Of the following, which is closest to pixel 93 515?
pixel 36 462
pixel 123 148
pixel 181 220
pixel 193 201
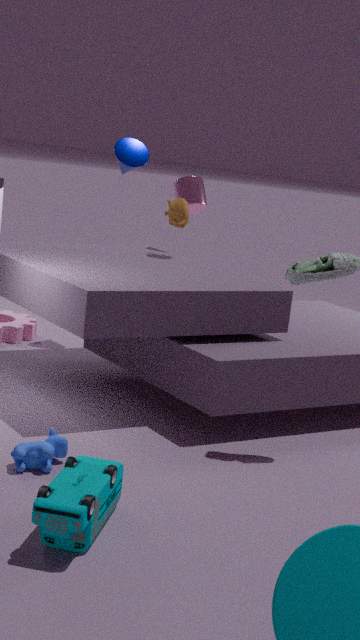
pixel 36 462
